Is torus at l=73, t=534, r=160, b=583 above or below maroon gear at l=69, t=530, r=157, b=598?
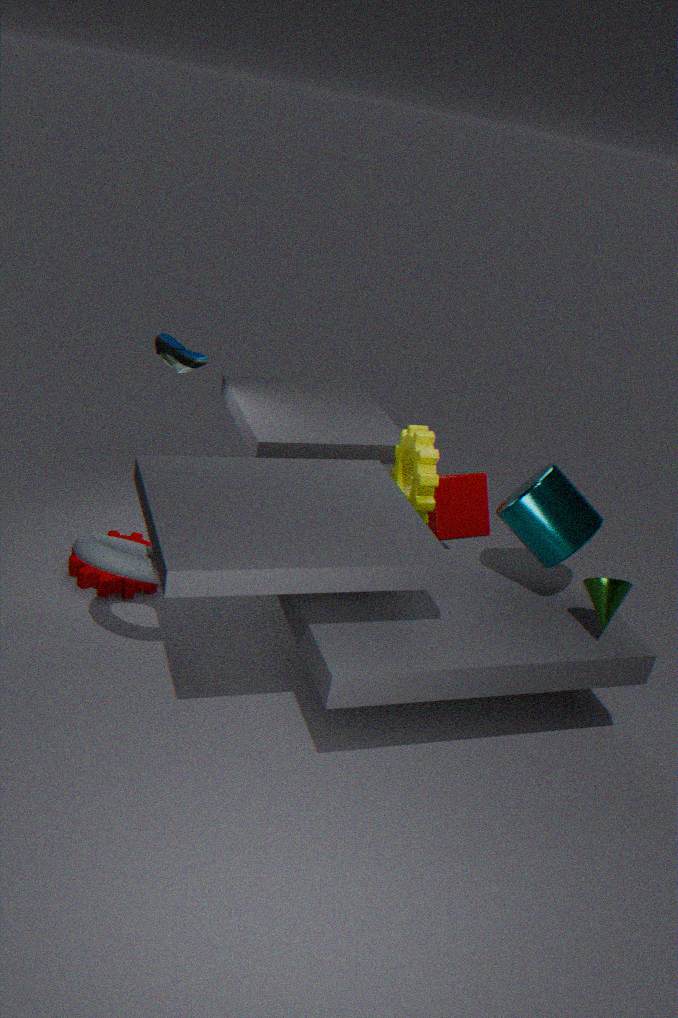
above
